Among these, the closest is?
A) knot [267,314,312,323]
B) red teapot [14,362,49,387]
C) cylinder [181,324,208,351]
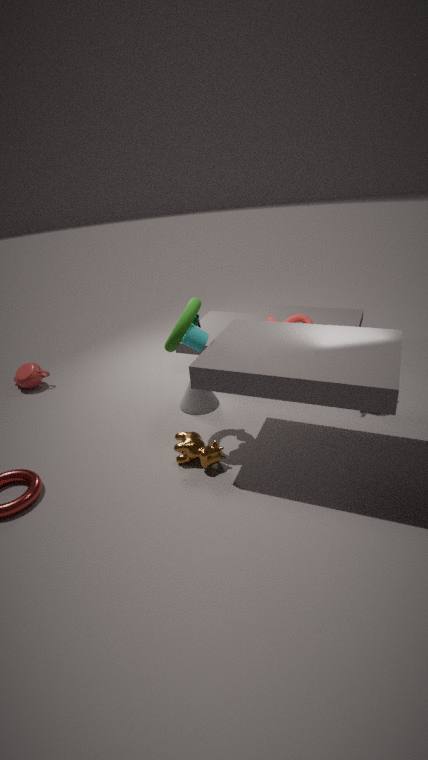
cylinder [181,324,208,351]
